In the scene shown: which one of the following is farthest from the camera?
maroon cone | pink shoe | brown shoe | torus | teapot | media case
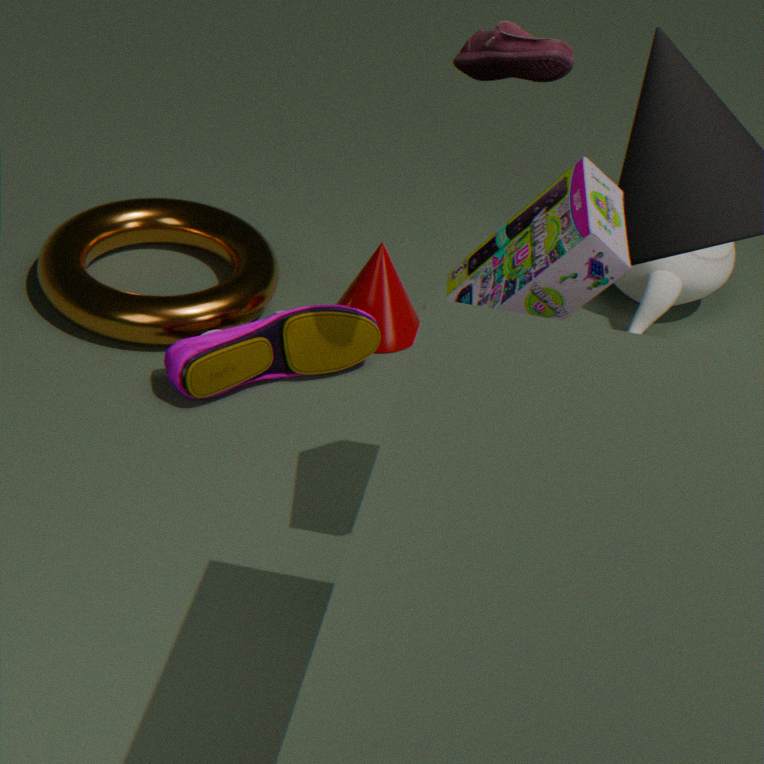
teapot
